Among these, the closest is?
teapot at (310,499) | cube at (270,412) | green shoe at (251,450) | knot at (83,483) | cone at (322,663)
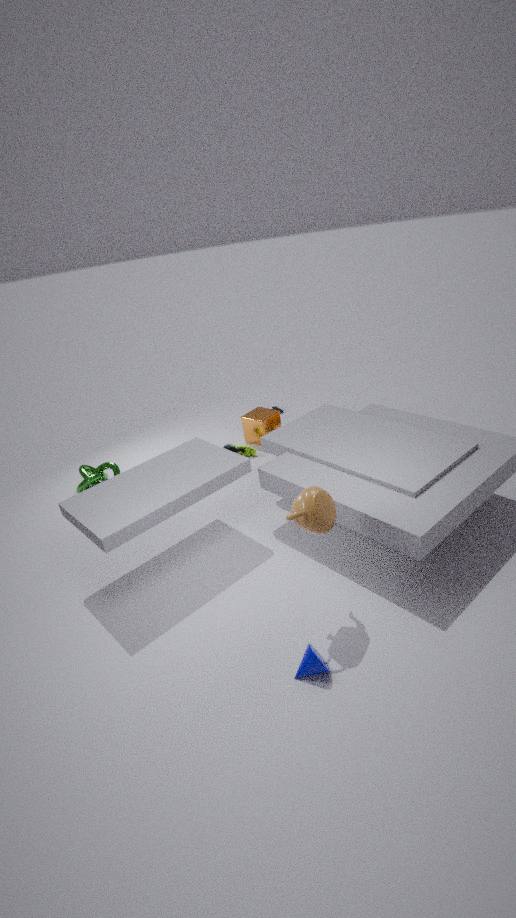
cone at (322,663)
